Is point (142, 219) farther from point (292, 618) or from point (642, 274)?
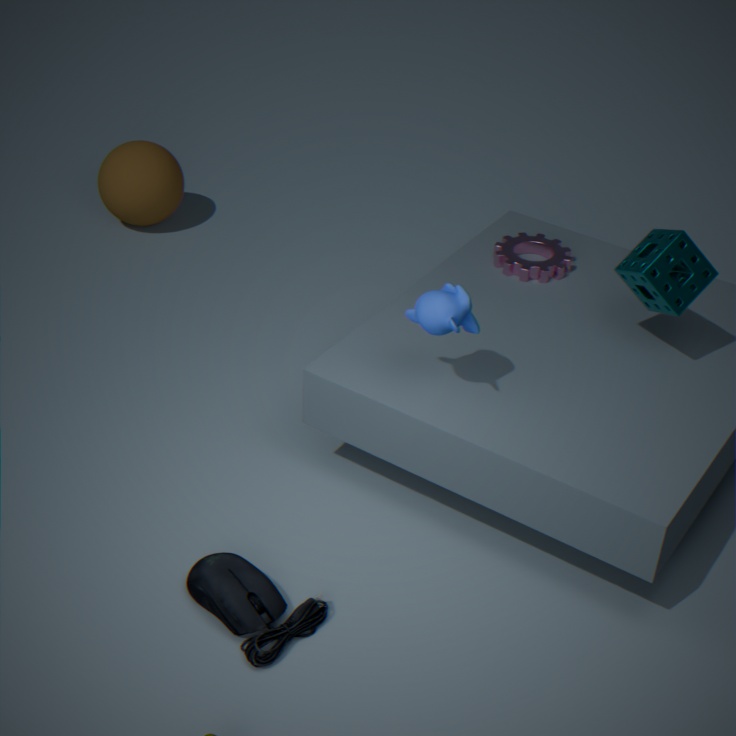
point (642, 274)
